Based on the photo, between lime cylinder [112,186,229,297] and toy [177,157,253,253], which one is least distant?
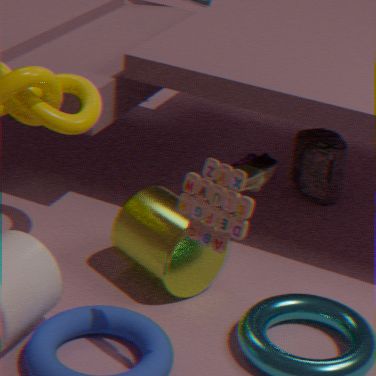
toy [177,157,253,253]
